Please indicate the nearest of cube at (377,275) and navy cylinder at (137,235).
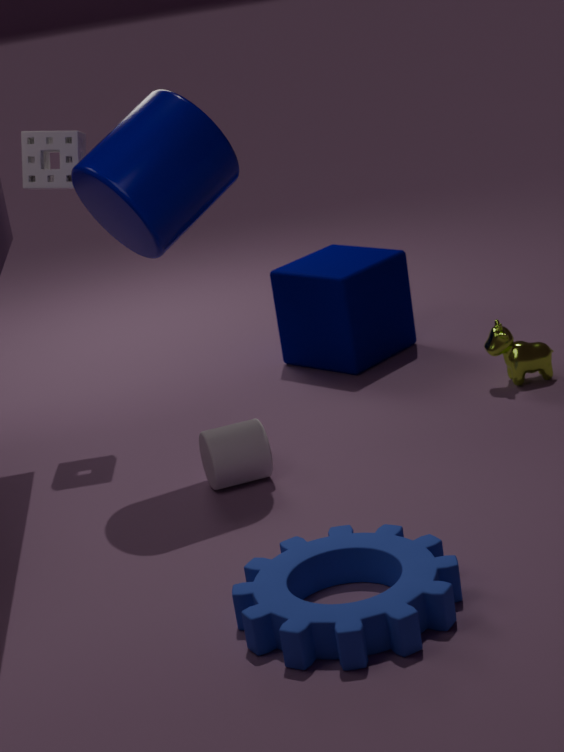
navy cylinder at (137,235)
